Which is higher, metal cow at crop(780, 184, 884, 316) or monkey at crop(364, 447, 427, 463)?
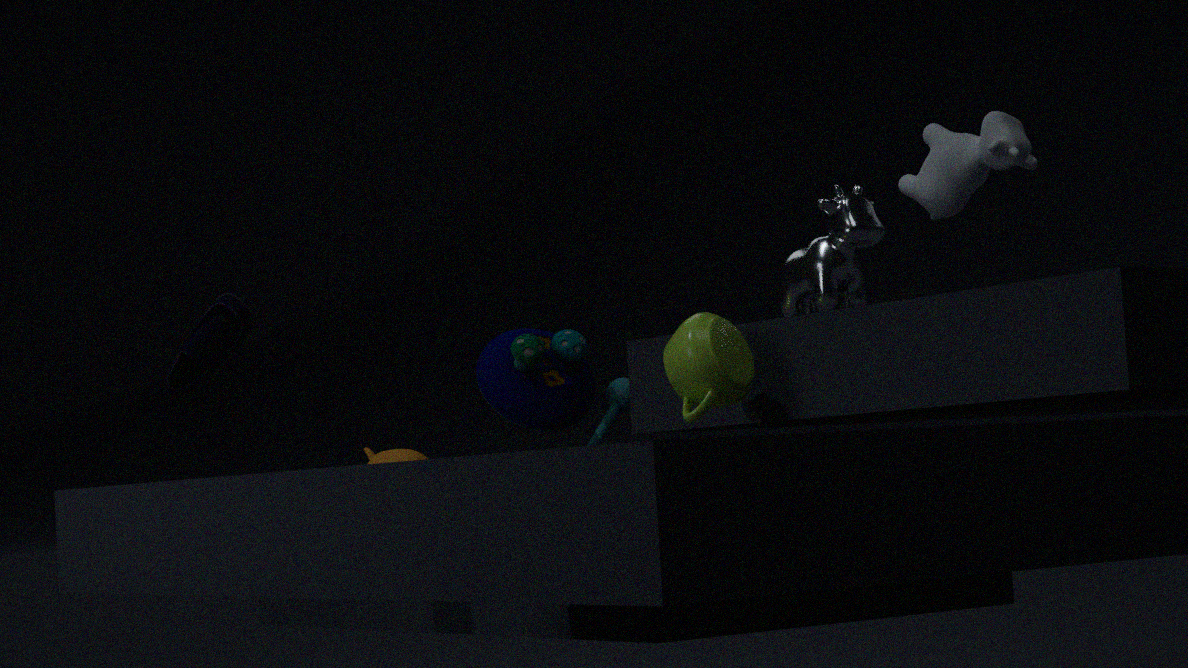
metal cow at crop(780, 184, 884, 316)
